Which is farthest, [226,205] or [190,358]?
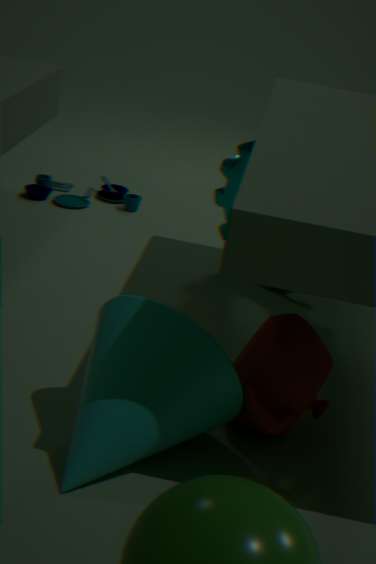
[226,205]
